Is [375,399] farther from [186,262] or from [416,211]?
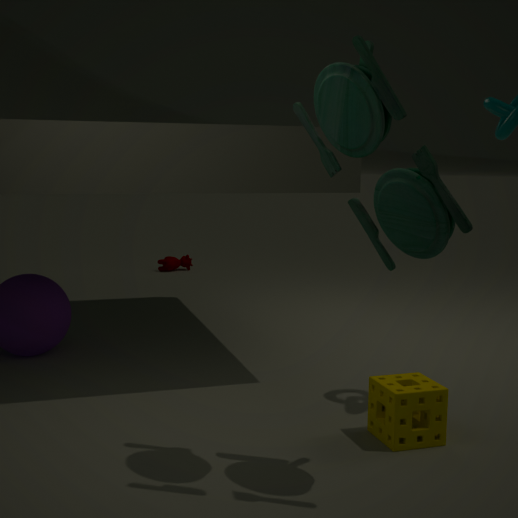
[186,262]
